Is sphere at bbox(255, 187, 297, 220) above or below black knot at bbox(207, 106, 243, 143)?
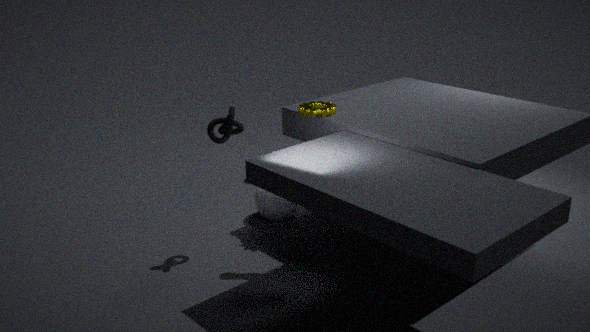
below
